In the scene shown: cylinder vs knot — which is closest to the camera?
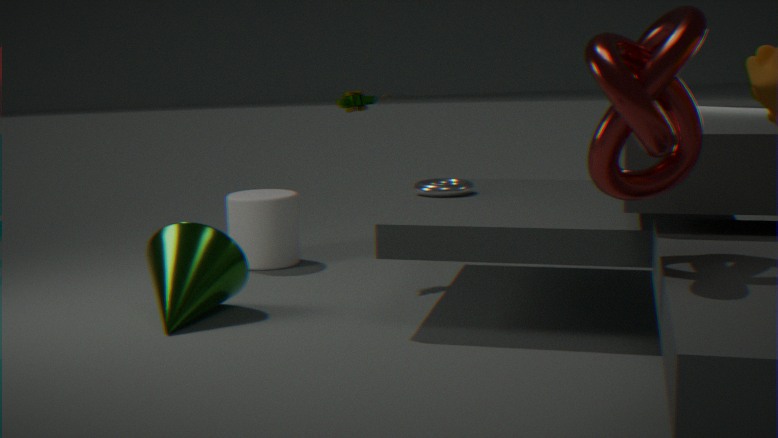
knot
